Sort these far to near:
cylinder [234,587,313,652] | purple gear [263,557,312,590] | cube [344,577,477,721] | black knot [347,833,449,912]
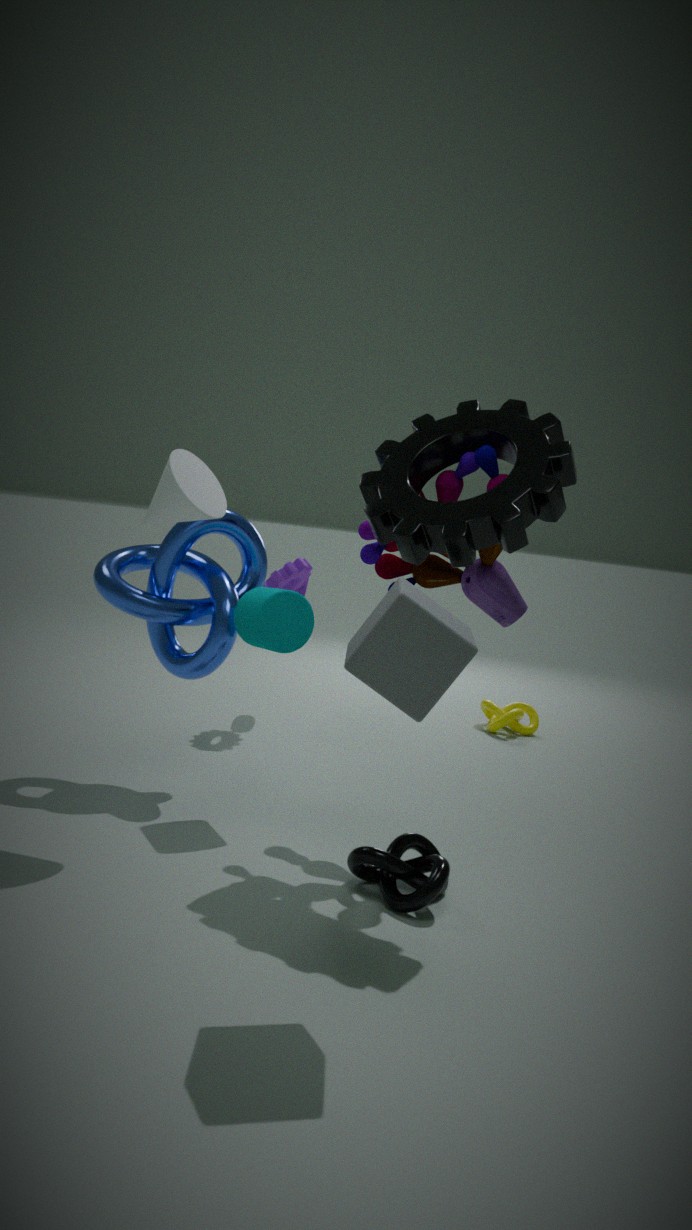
purple gear [263,557,312,590]
cylinder [234,587,313,652]
black knot [347,833,449,912]
cube [344,577,477,721]
